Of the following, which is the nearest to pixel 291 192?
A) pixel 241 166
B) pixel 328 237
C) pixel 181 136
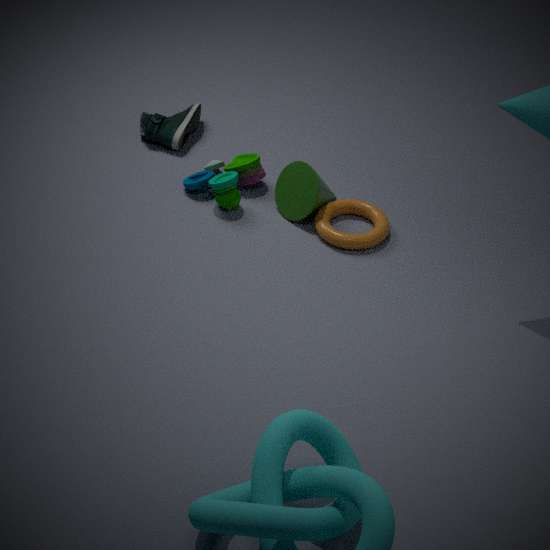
pixel 328 237
